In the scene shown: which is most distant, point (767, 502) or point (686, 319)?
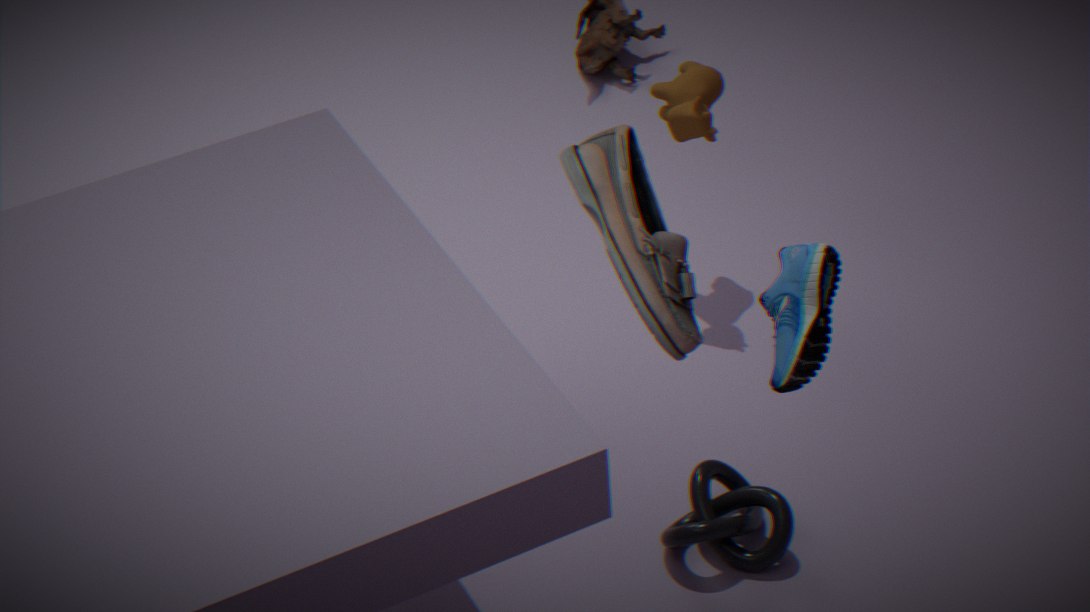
point (767, 502)
